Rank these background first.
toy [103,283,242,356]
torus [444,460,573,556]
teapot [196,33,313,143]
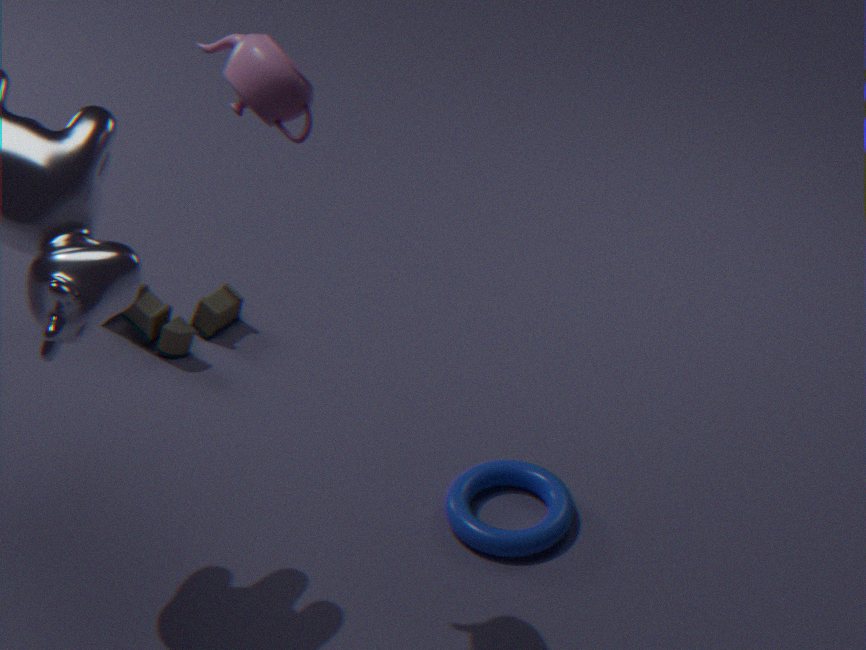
toy [103,283,242,356] → torus [444,460,573,556] → teapot [196,33,313,143]
